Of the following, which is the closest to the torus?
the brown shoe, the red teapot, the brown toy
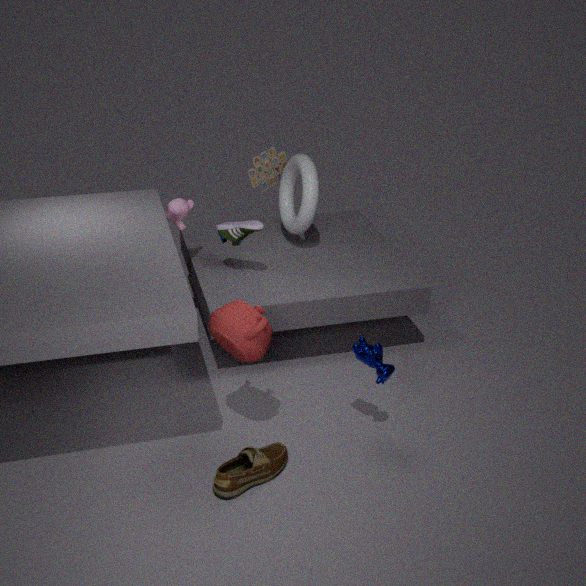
the brown toy
